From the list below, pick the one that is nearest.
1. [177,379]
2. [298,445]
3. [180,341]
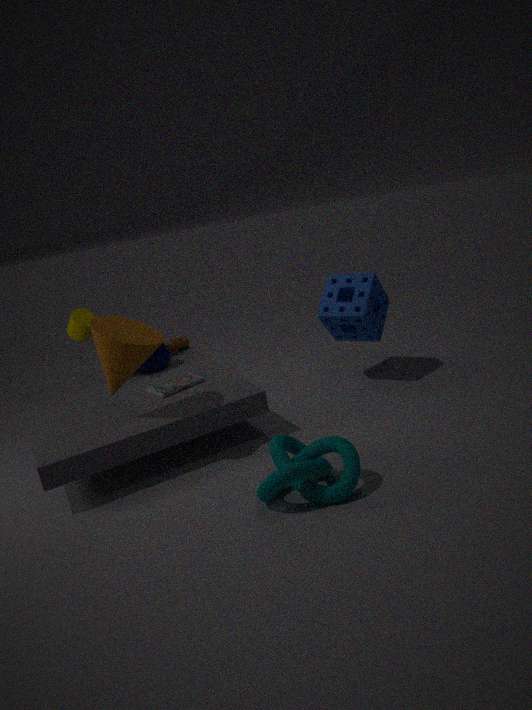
[298,445]
